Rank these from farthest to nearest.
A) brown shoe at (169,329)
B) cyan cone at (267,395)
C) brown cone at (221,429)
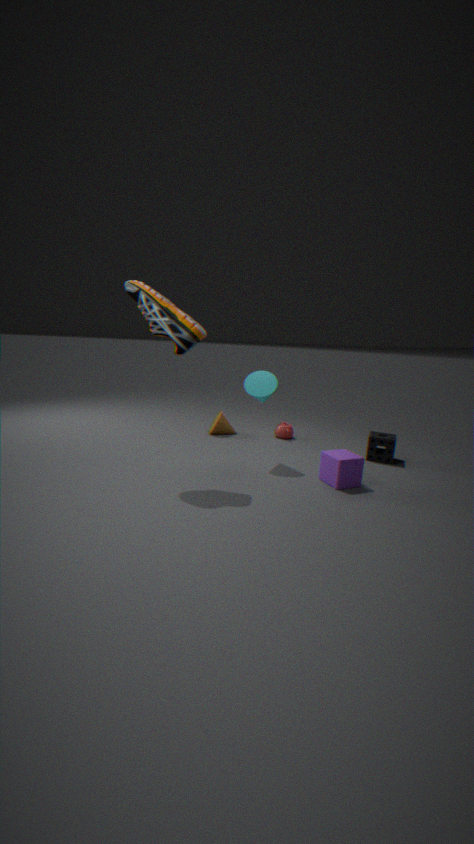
brown cone at (221,429), cyan cone at (267,395), brown shoe at (169,329)
